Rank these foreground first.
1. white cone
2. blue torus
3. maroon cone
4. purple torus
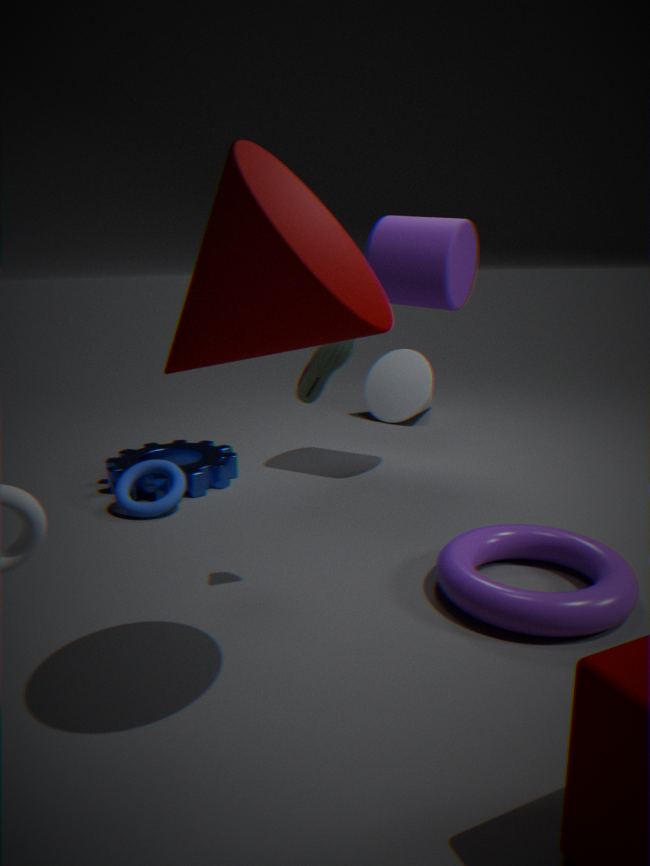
maroon cone
purple torus
blue torus
white cone
